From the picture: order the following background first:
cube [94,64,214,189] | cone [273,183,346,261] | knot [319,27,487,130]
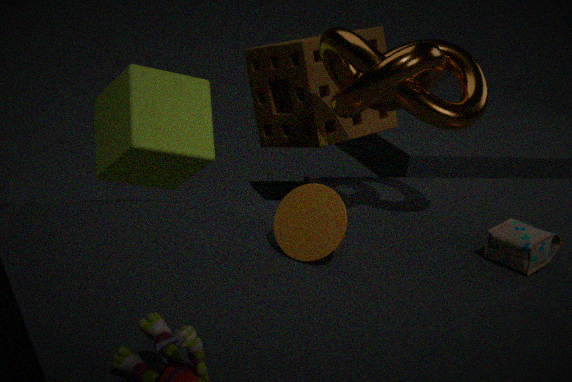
cube [94,64,214,189]
knot [319,27,487,130]
cone [273,183,346,261]
